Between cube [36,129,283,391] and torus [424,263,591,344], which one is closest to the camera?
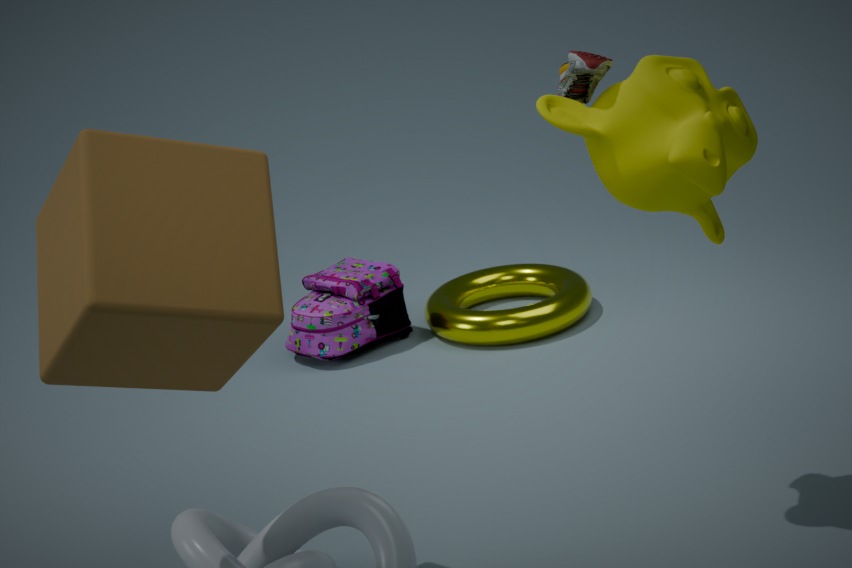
cube [36,129,283,391]
